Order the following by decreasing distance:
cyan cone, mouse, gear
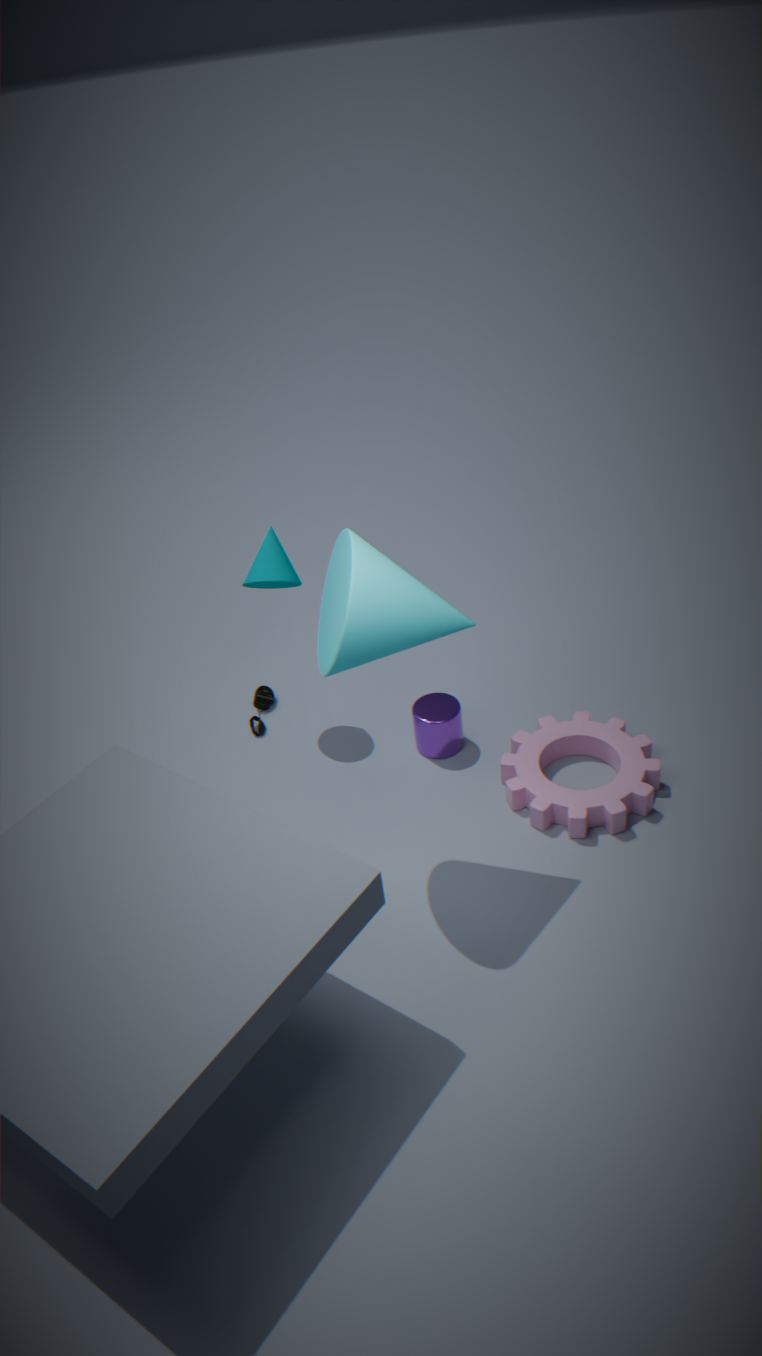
mouse
gear
cyan cone
